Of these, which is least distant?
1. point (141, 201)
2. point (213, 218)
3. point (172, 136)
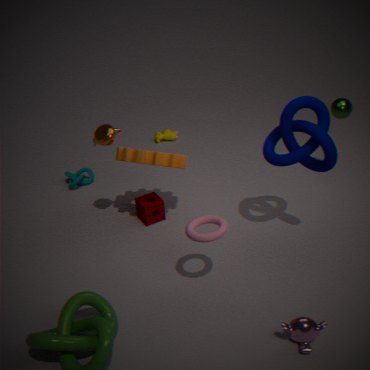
point (213, 218)
